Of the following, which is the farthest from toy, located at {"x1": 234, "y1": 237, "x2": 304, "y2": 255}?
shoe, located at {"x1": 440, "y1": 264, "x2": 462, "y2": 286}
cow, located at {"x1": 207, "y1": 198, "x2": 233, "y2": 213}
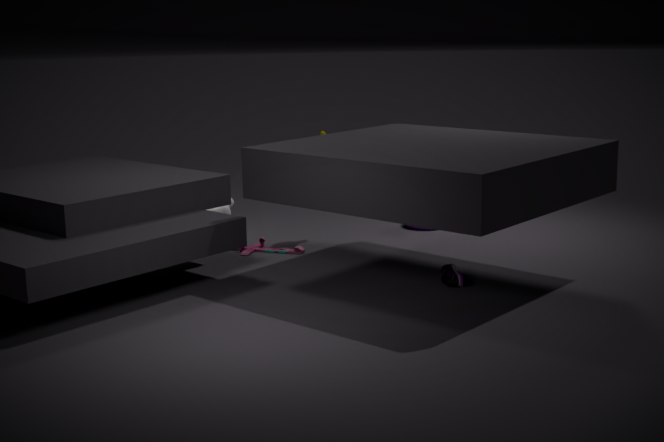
shoe, located at {"x1": 440, "y1": 264, "x2": 462, "y2": 286}
